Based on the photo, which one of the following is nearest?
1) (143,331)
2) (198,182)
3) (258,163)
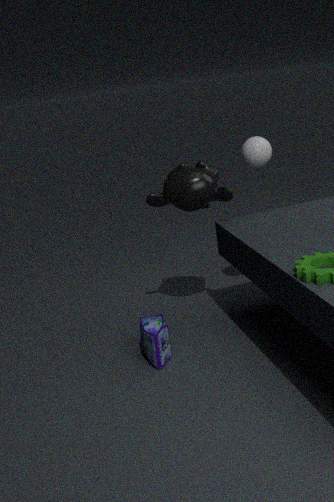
1. (143,331)
